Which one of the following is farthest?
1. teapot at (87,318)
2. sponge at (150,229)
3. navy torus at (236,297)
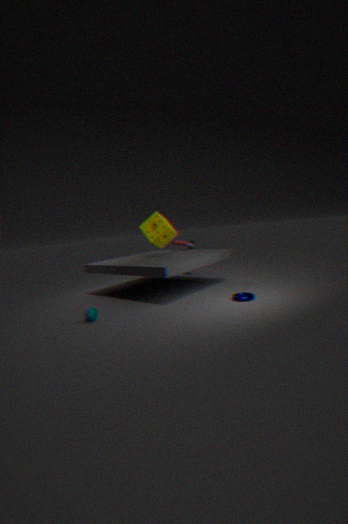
sponge at (150,229)
